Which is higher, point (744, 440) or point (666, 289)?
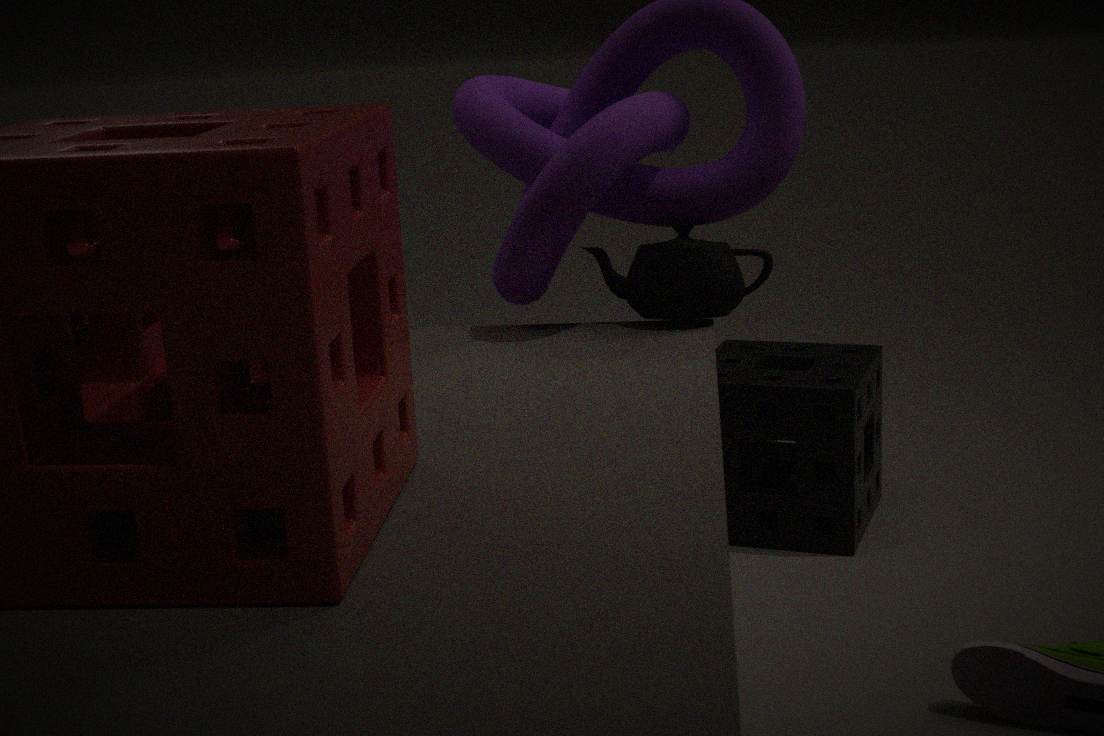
point (666, 289)
